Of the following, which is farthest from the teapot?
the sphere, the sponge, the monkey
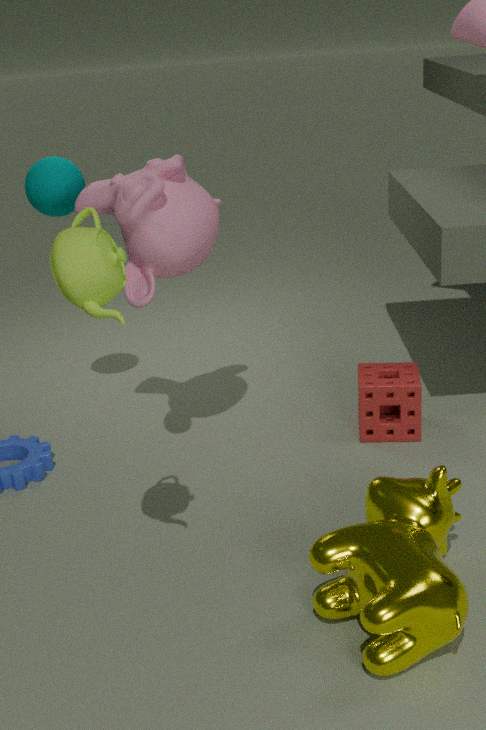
the sponge
